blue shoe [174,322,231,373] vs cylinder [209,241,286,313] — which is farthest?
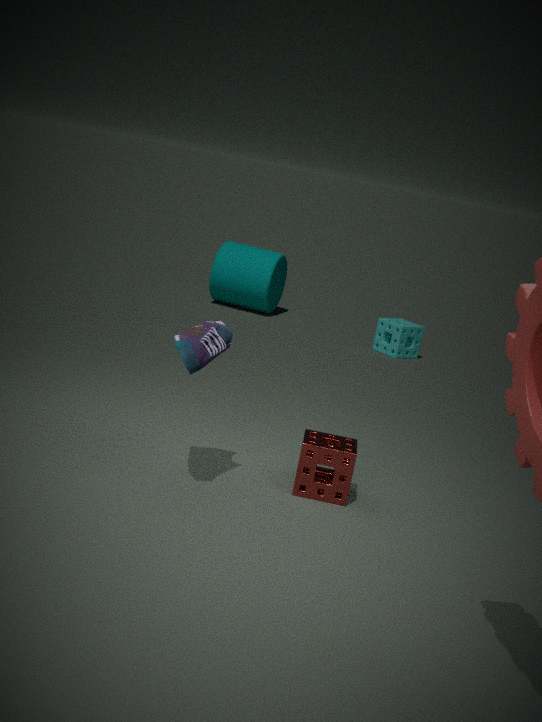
cylinder [209,241,286,313]
